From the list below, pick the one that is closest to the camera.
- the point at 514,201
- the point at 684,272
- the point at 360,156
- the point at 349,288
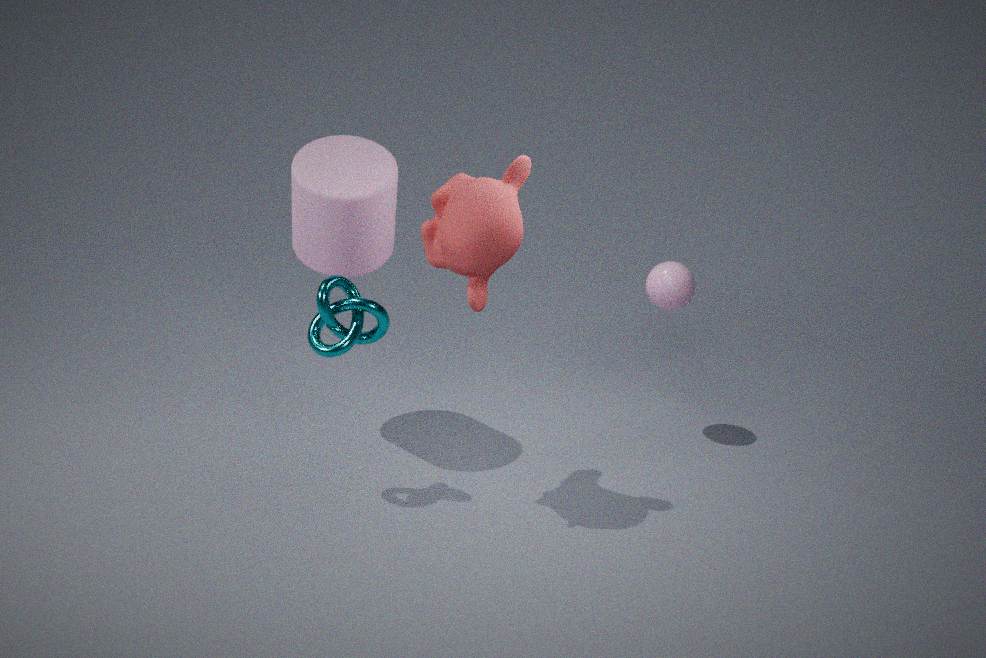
the point at 514,201
